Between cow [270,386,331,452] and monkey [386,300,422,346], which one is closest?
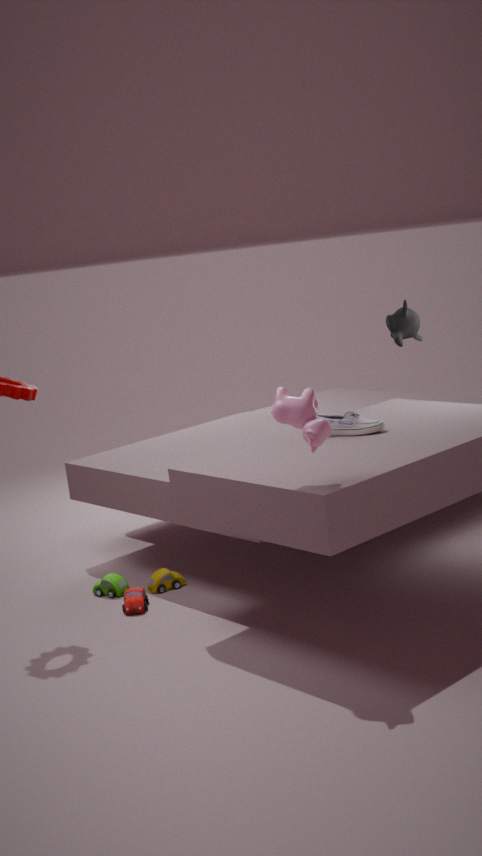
cow [270,386,331,452]
